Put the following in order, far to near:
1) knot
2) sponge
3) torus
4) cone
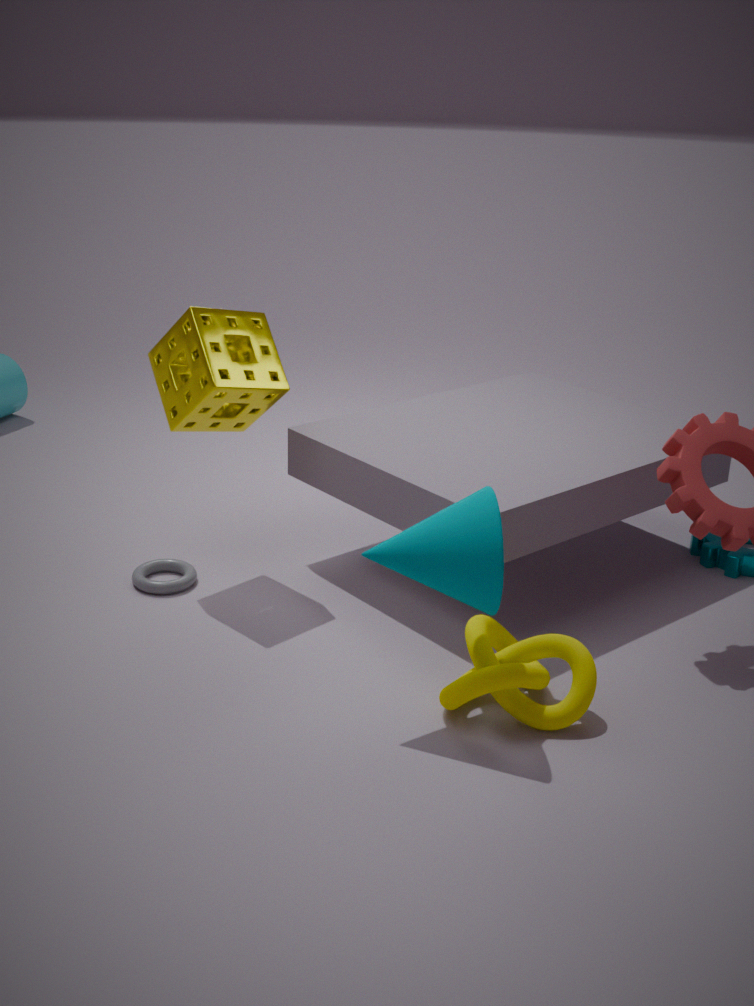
3. torus, 2. sponge, 1. knot, 4. cone
